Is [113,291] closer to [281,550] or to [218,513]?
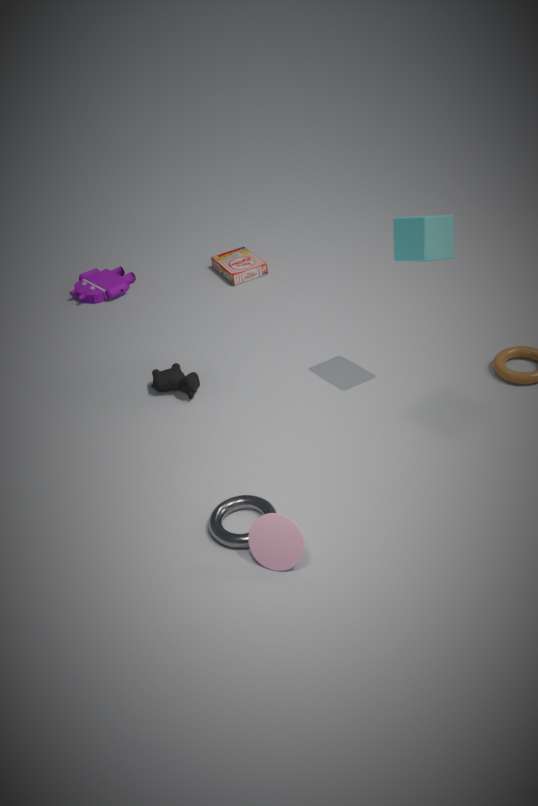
[218,513]
